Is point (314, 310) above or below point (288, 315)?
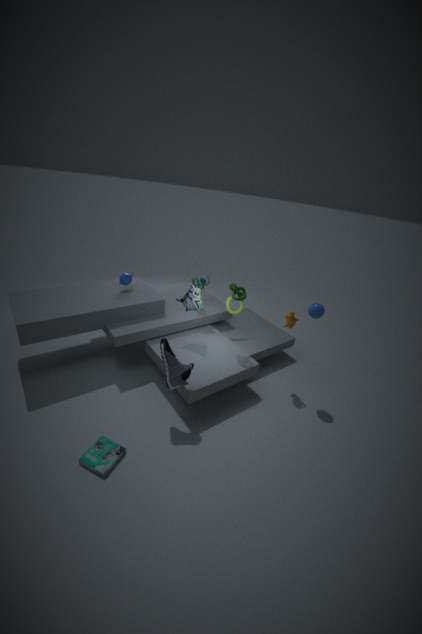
above
